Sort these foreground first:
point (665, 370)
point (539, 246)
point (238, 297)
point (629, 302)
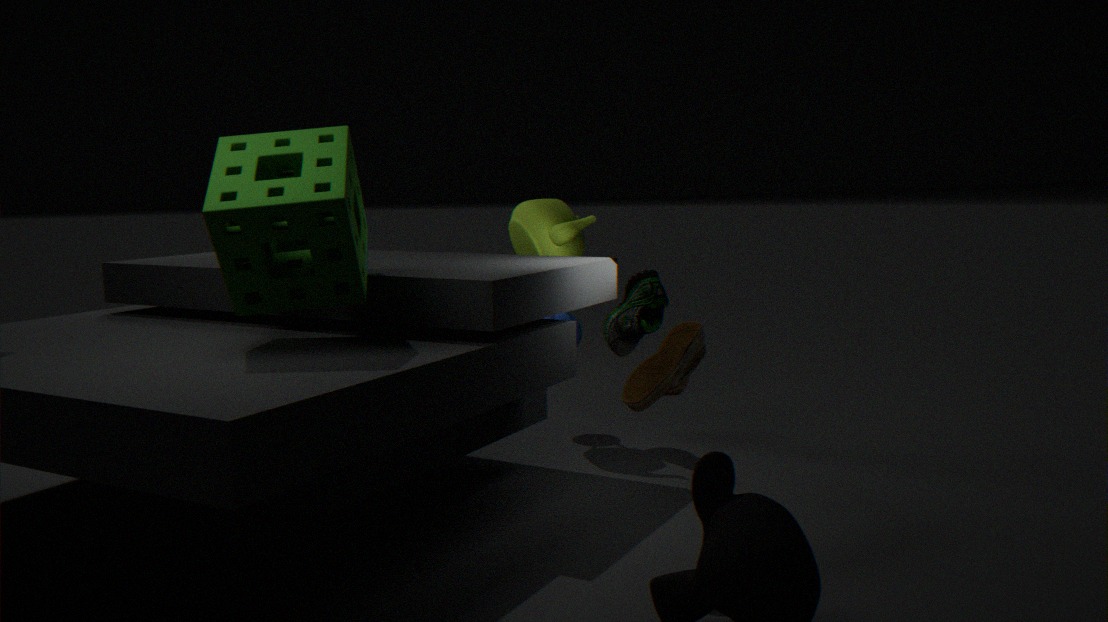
1. point (665, 370)
2. point (238, 297)
3. point (629, 302)
4. point (539, 246)
